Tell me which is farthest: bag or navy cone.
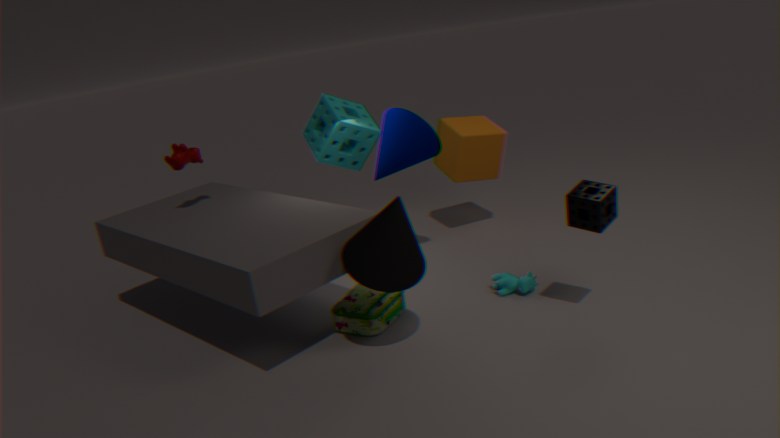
navy cone
